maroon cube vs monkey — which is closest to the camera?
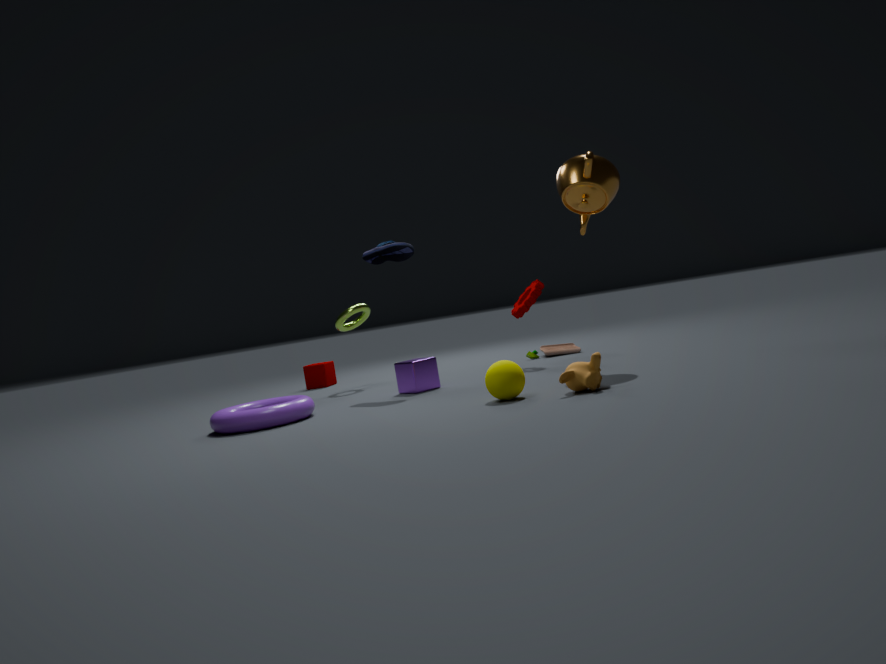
monkey
